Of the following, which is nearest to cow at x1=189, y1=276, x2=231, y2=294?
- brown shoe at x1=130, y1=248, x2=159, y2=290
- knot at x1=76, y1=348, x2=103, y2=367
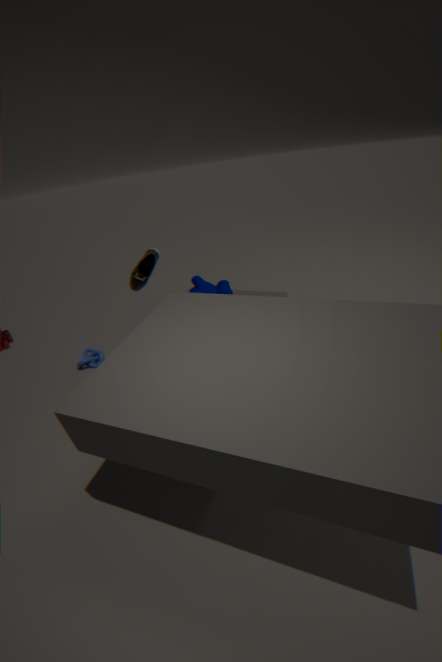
brown shoe at x1=130, y1=248, x2=159, y2=290
